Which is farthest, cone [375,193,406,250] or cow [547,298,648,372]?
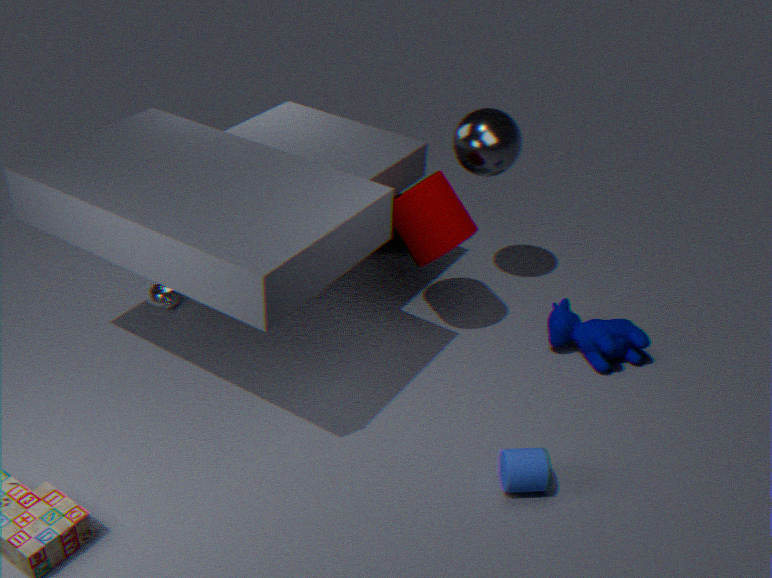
cone [375,193,406,250]
